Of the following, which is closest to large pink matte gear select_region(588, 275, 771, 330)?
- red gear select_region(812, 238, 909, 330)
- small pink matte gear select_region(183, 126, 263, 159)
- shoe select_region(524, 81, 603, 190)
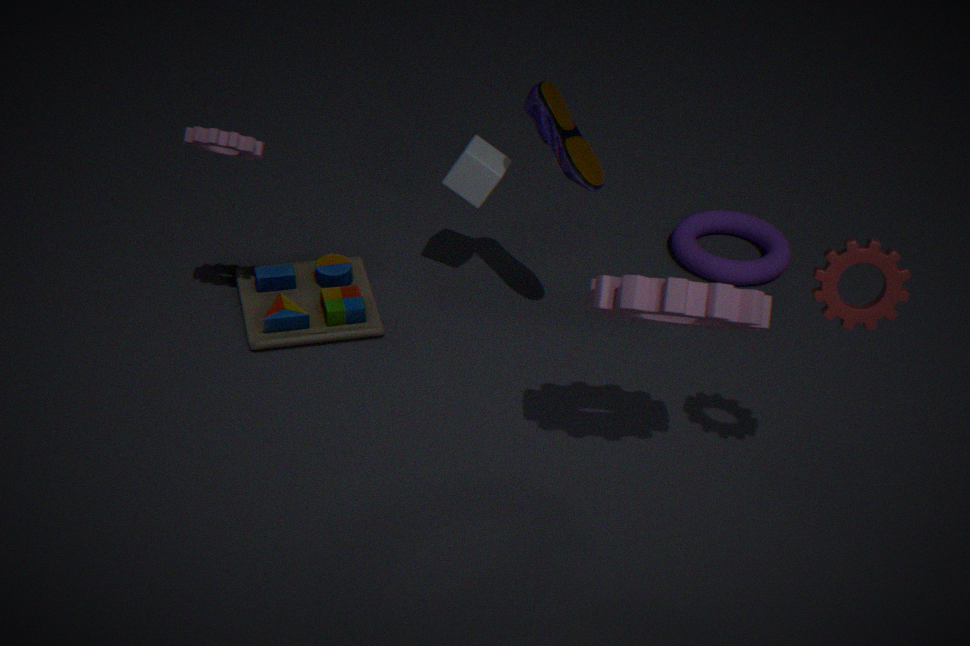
red gear select_region(812, 238, 909, 330)
